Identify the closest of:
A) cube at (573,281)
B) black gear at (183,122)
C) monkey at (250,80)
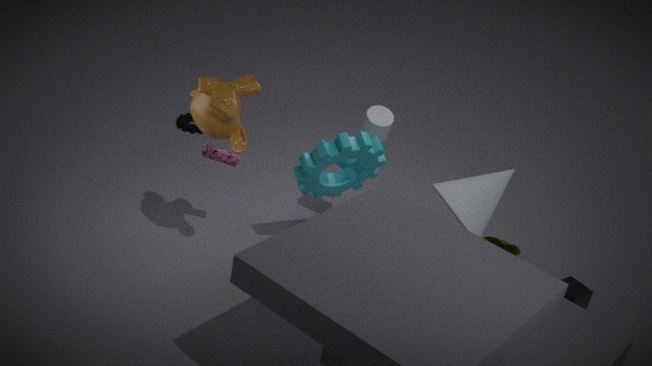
monkey at (250,80)
